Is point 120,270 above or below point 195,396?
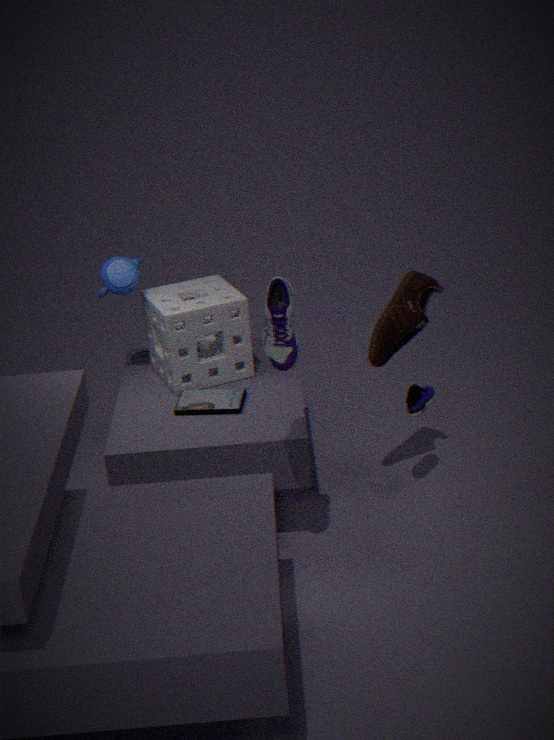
above
